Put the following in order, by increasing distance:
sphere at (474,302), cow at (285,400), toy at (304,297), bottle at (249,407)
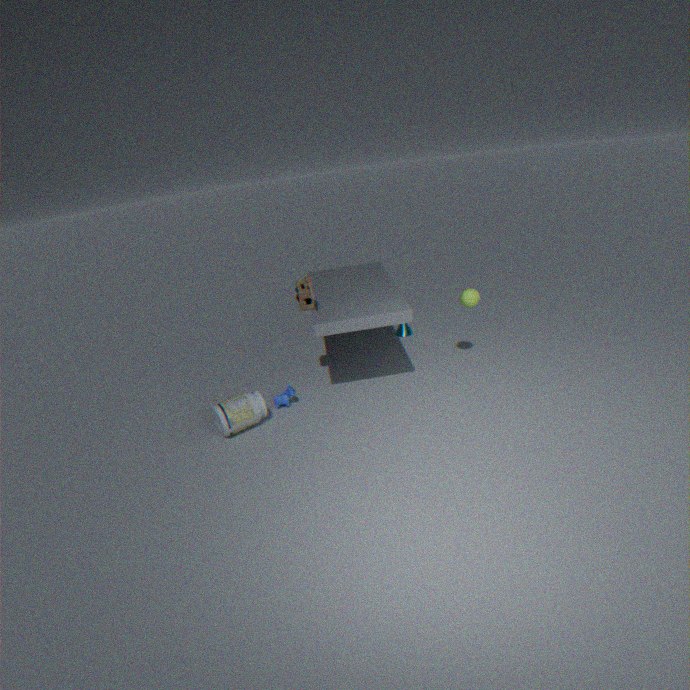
1. bottle at (249,407)
2. toy at (304,297)
3. sphere at (474,302)
4. cow at (285,400)
